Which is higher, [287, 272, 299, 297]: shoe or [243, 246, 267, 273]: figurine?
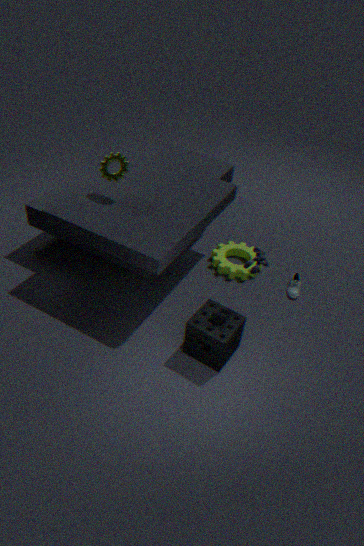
[243, 246, 267, 273]: figurine
